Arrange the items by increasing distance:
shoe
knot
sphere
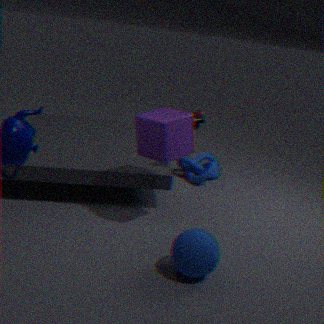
sphere < shoe < knot
